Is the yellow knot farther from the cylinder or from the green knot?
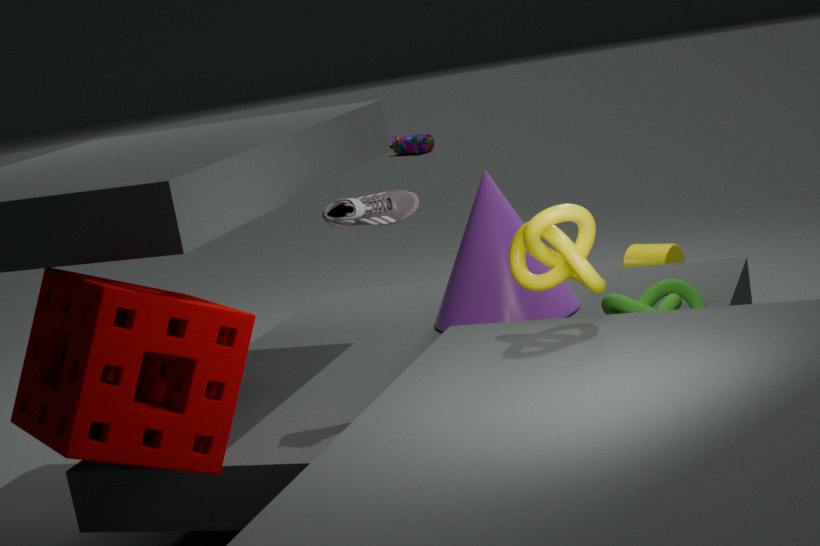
the cylinder
